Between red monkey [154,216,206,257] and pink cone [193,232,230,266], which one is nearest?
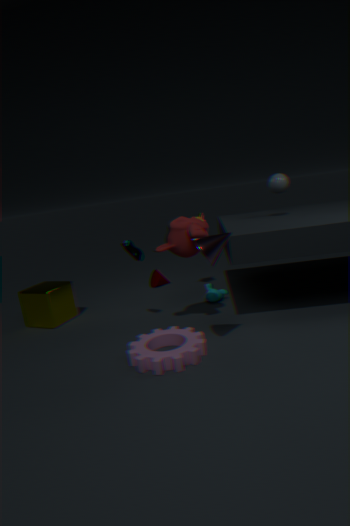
pink cone [193,232,230,266]
